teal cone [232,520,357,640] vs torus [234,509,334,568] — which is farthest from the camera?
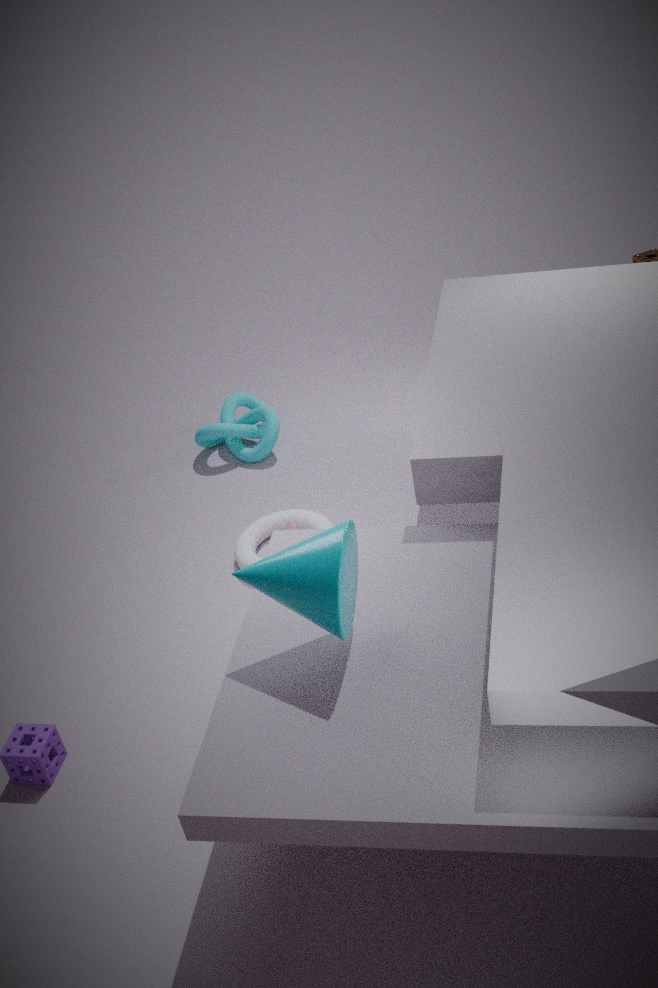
torus [234,509,334,568]
